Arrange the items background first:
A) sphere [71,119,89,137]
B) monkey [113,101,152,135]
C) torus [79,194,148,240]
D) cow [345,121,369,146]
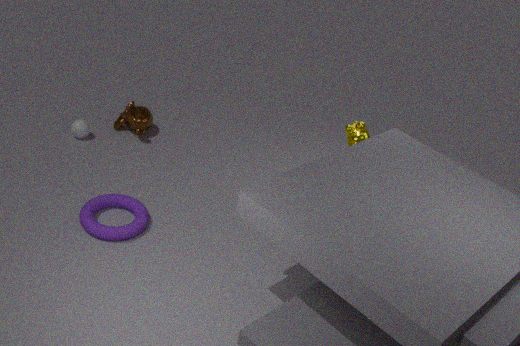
monkey [113,101,152,135] < sphere [71,119,89,137] < cow [345,121,369,146] < torus [79,194,148,240]
